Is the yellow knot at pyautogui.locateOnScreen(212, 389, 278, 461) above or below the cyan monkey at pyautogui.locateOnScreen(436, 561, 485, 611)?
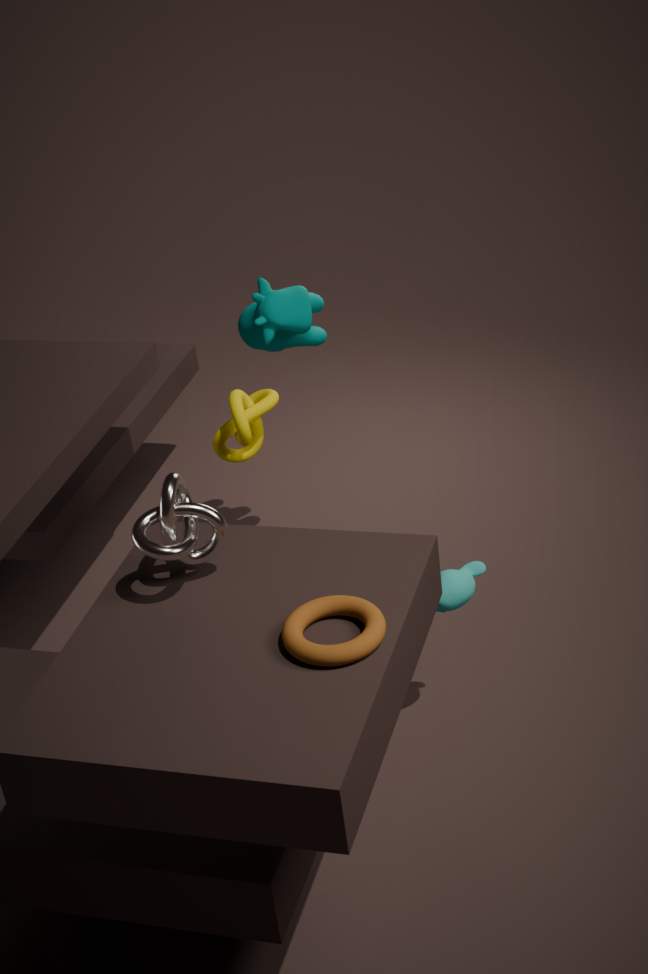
above
